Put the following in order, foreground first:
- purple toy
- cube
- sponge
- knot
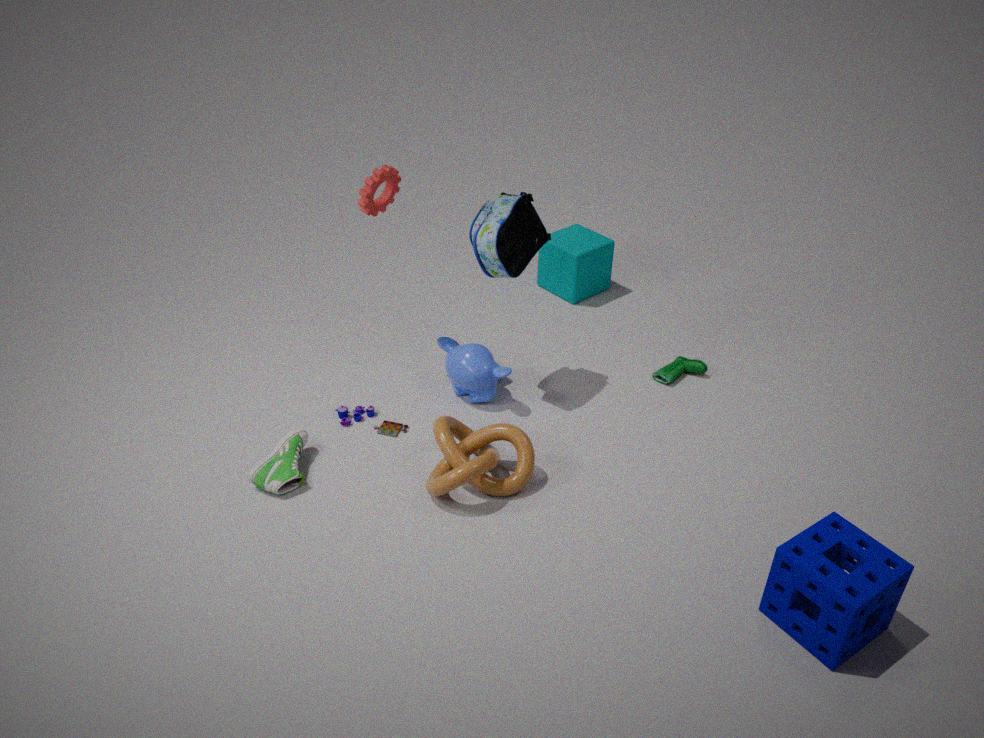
sponge → knot → purple toy → cube
